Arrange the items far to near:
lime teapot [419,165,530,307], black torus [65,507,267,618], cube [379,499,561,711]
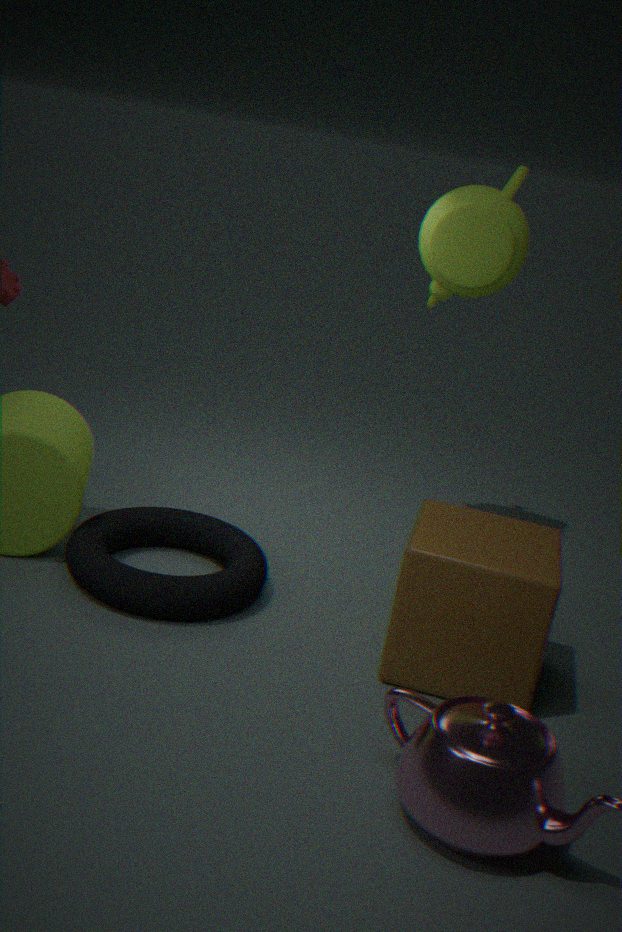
lime teapot [419,165,530,307] → black torus [65,507,267,618] → cube [379,499,561,711]
